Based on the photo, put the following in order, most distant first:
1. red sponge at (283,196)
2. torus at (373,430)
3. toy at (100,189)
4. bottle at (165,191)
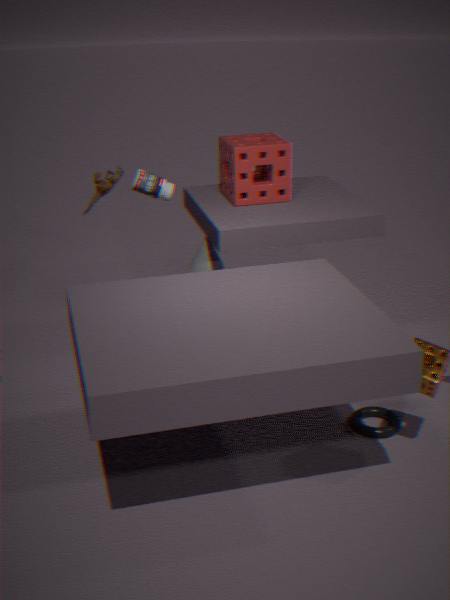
red sponge at (283,196) < toy at (100,189) < bottle at (165,191) < torus at (373,430)
